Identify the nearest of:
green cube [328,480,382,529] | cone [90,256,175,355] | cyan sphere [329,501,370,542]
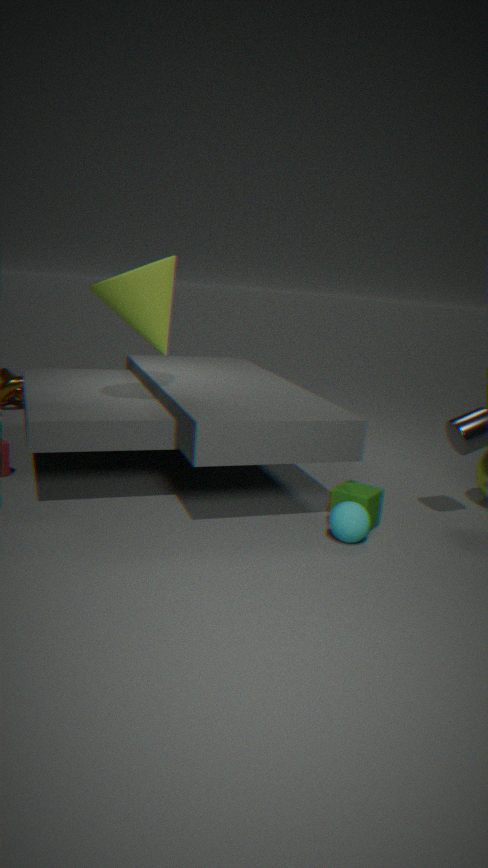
cyan sphere [329,501,370,542]
